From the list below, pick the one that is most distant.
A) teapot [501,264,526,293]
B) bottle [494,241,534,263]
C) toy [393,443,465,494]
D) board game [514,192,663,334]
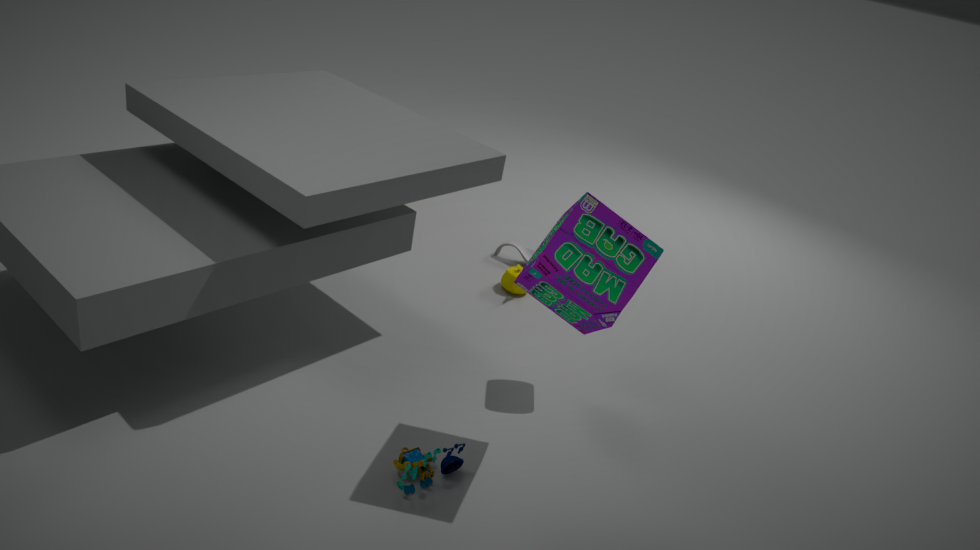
bottle [494,241,534,263]
